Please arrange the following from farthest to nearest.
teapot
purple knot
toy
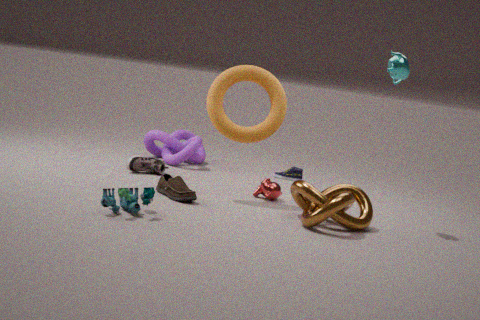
purple knot → teapot → toy
